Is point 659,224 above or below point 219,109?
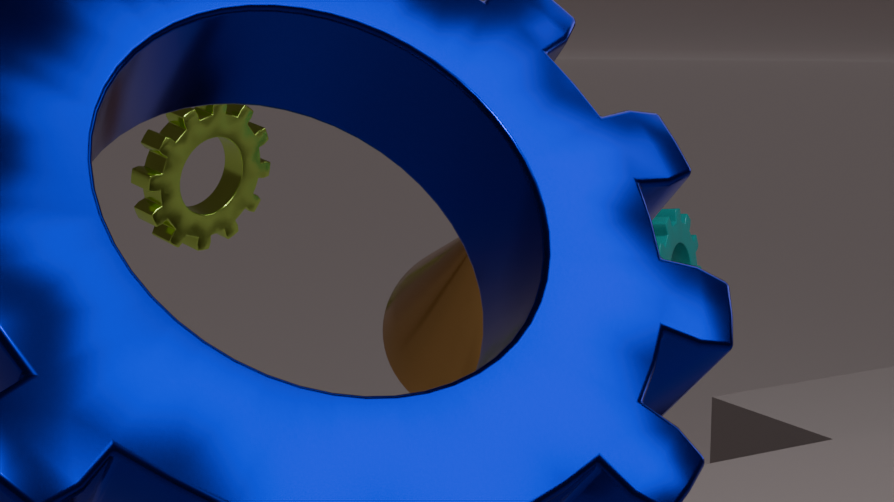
below
